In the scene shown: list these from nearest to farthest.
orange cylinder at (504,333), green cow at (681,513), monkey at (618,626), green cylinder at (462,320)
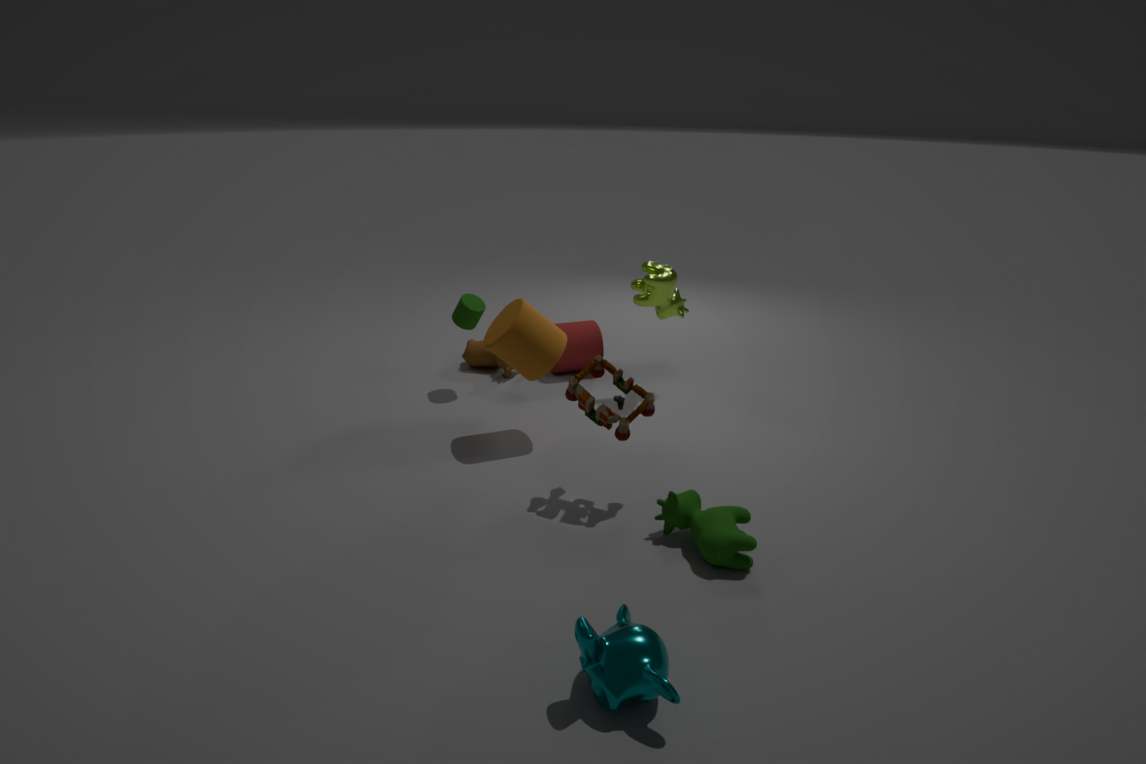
monkey at (618,626)
green cow at (681,513)
orange cylinder at (504,333)
green cylinder at (462,320)
